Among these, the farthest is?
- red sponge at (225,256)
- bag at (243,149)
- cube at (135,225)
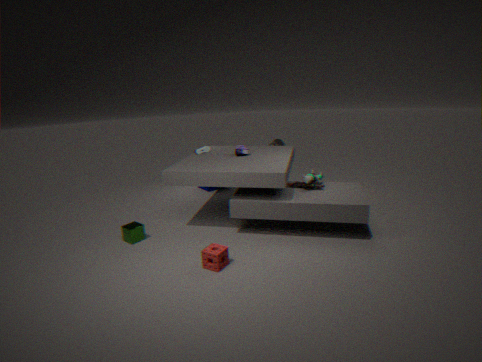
bag at (243,149)
